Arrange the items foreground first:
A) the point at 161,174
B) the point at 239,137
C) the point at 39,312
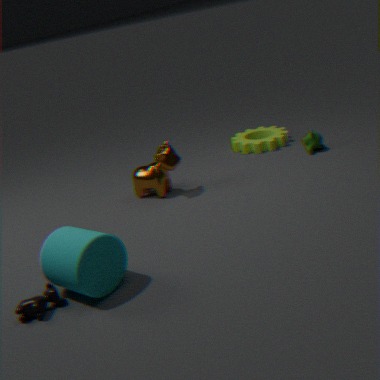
the point at 39,312 → the point at 161,174 → the point at 239,137
